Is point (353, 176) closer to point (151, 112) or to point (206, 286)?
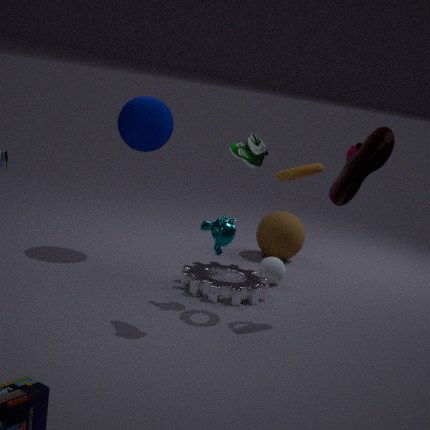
point (206, 286)
